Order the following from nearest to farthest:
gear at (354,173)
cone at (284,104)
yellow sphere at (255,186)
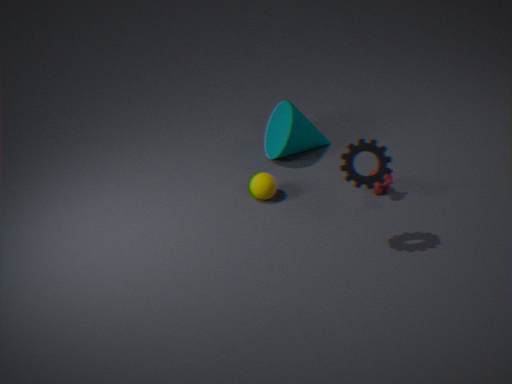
gear at (354,173), yellow sphere at (255,186), cone at (284,104)
